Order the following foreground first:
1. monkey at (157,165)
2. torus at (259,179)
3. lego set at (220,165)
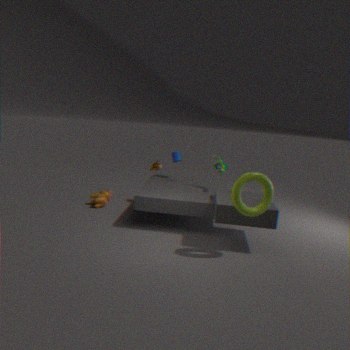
1. torus at (259,179)
2. lego set at (220,165)
3. monkey at (157,165)
